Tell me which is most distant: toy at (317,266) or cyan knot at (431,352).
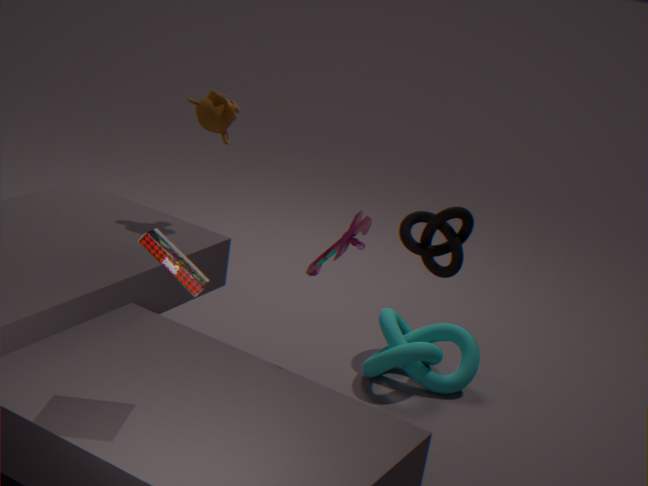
cyan knot at (431,352)
